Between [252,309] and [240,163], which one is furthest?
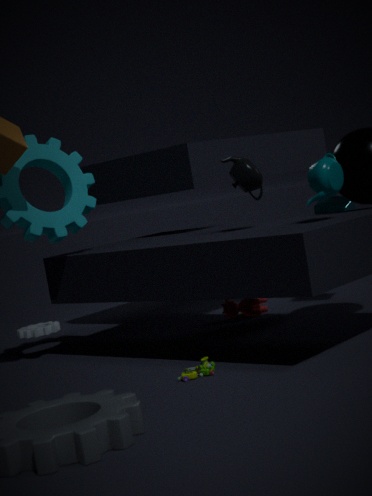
[252,309]
